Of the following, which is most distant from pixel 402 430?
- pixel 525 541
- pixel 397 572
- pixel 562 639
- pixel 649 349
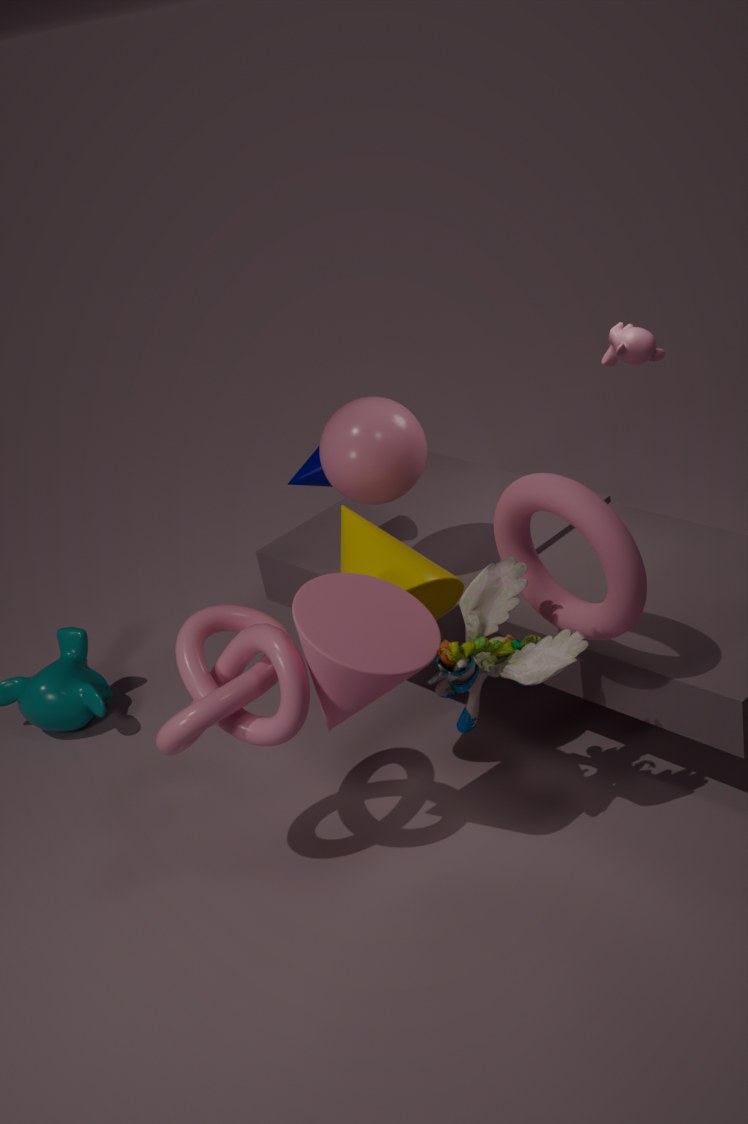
pixel 649 349
